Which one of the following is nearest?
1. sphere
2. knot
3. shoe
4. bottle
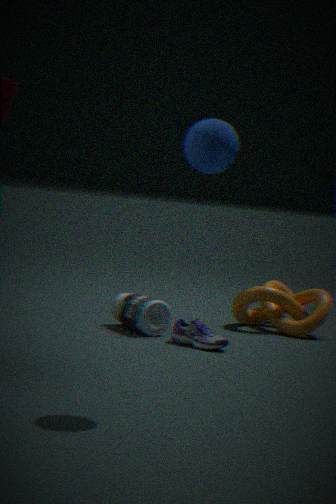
sphere
